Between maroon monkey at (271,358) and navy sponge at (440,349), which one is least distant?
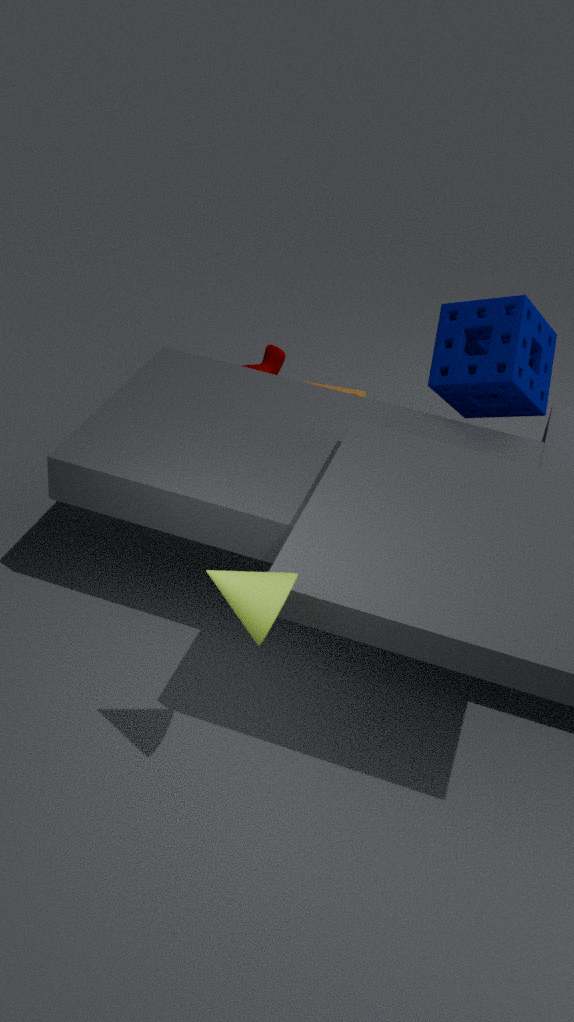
navy sponge at (440,349)
